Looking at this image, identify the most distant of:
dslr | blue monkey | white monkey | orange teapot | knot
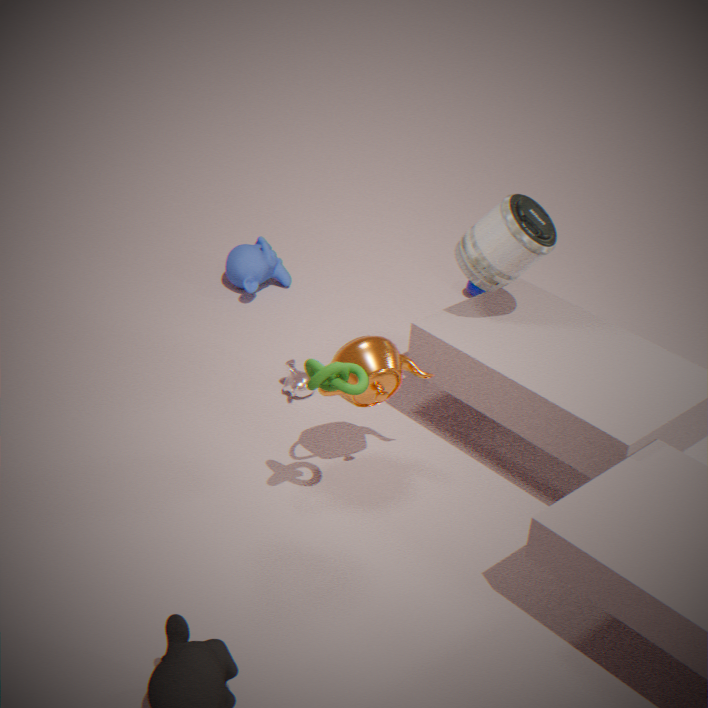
blue monkey
